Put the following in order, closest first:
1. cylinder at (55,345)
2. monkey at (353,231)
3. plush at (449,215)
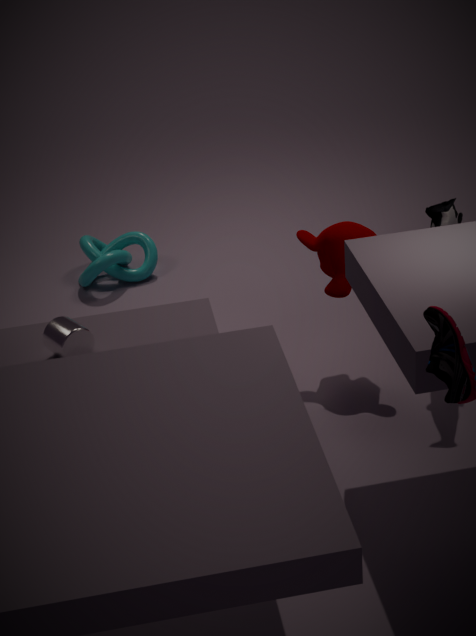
1. cylinder at (55,345)
2. plush at (449,215)
3. monkey at (353,231)
